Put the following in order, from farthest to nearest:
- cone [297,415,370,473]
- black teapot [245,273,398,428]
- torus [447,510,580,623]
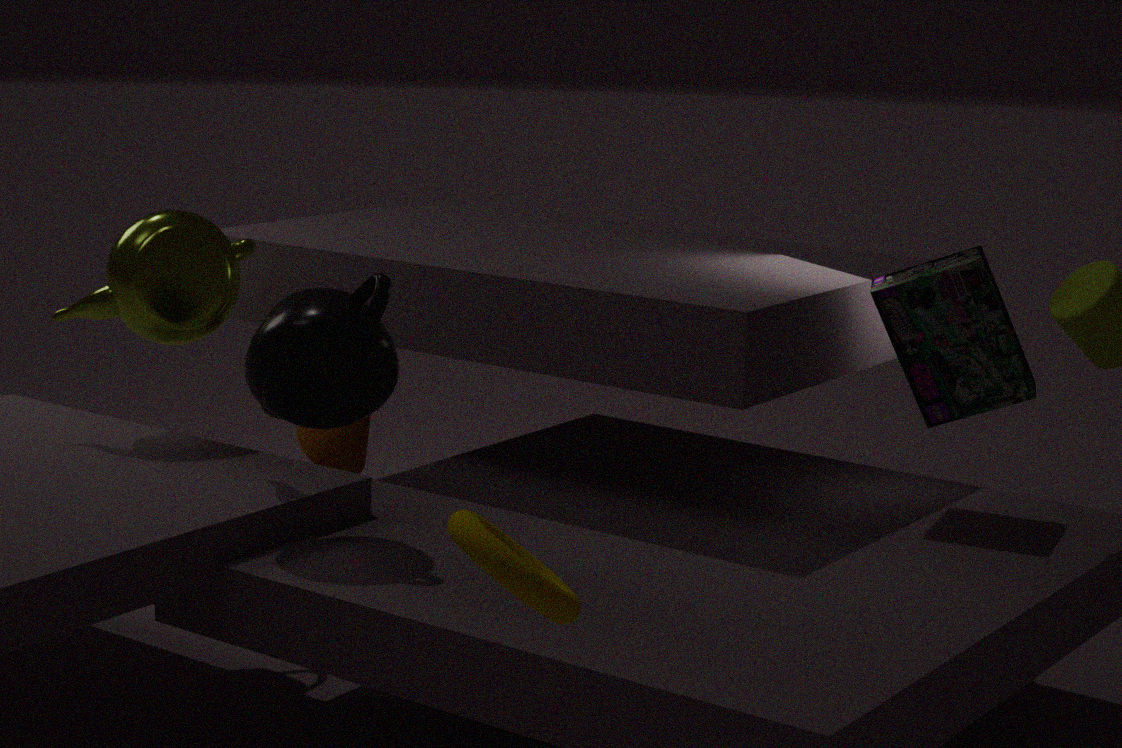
cone [297,415,370,473], black teapot [245,273,398,428], torus [447,510,580,623]
